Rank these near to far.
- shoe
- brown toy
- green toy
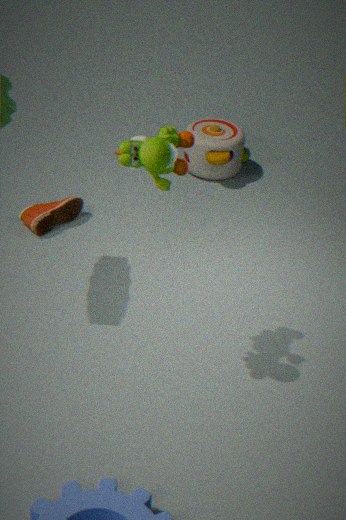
1. green toy
2. shoe
3. brown toy
